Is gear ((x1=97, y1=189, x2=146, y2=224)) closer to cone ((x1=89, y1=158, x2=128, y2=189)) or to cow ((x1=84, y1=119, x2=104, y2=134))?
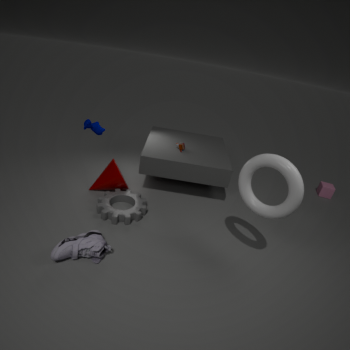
cone ((x1=89, y1=158, x2=128, y2=189))
